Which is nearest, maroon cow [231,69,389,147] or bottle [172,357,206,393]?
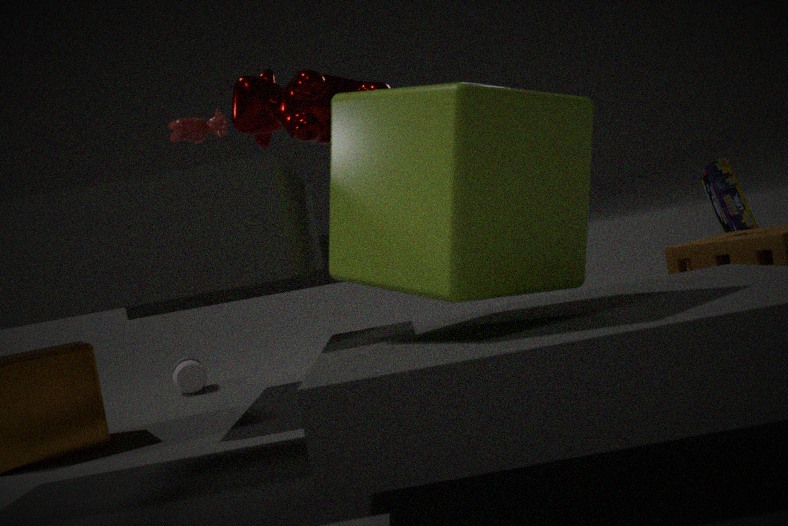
maroon cow [231,69,389,147]
